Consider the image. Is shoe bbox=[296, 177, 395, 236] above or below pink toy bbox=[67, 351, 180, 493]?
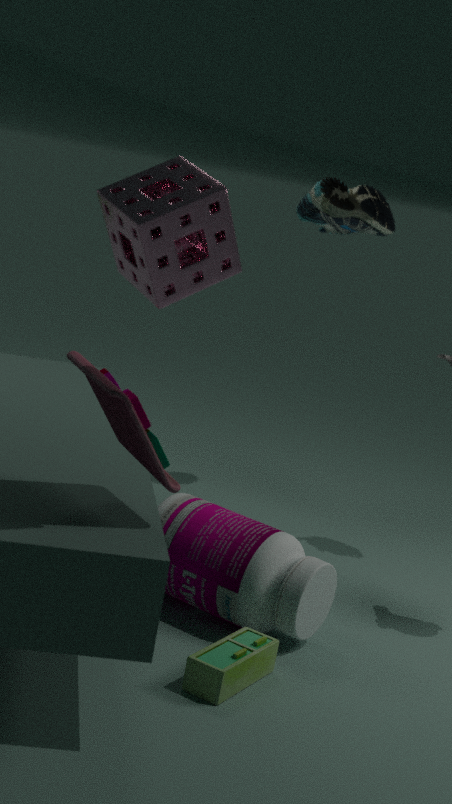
above
